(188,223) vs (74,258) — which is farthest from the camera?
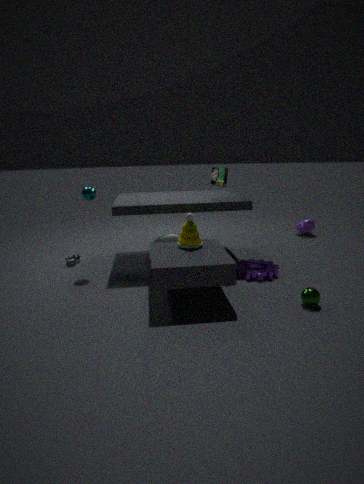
(74,258)
